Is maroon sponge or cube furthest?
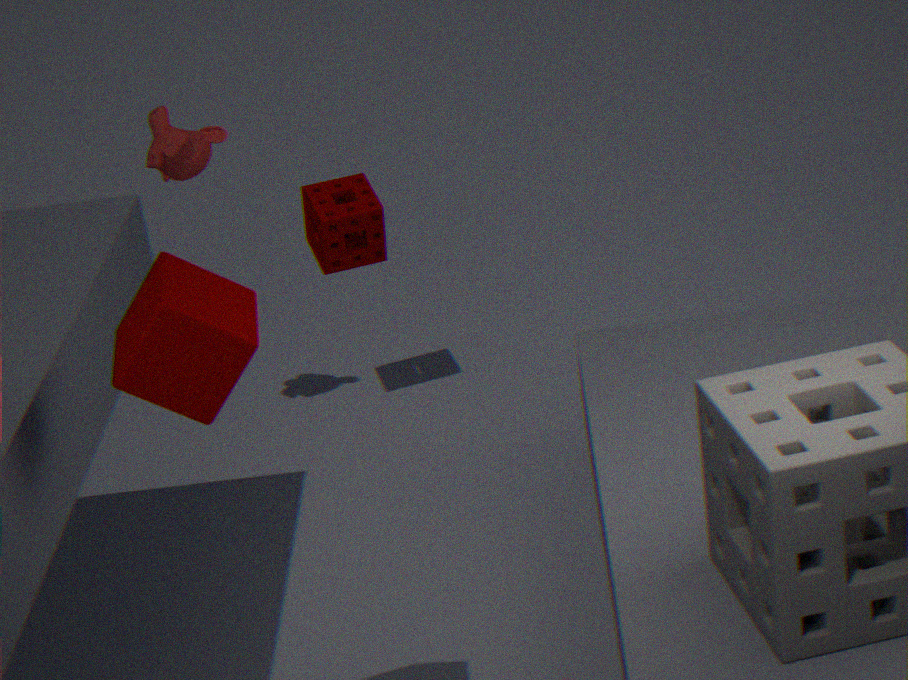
maroon sponge
